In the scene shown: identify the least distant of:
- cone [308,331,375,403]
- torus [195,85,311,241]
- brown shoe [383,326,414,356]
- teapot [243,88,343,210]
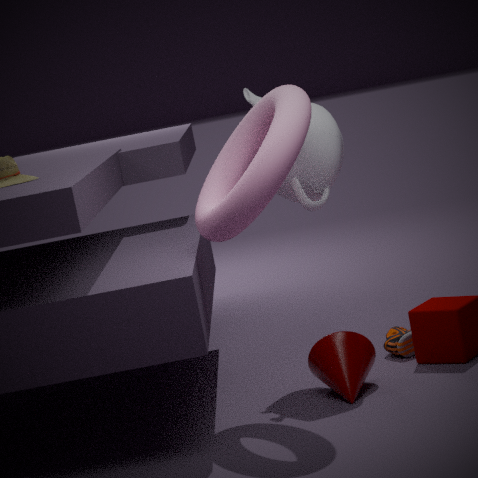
torus [195,85,311,241]
